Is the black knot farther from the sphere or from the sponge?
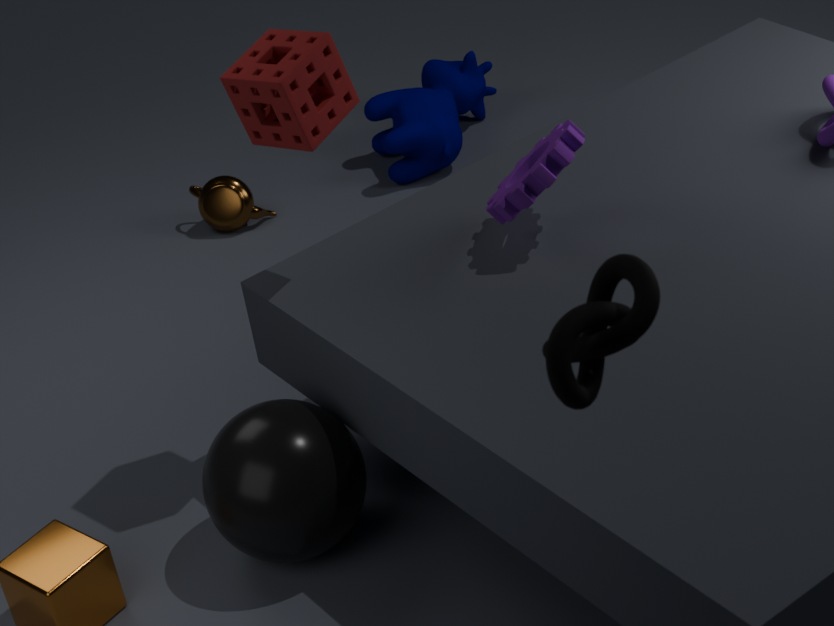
the sponge
